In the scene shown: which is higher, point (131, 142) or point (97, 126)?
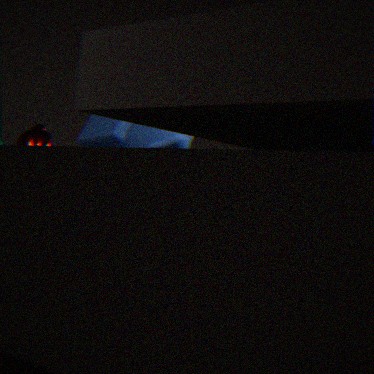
point (97, 126)
